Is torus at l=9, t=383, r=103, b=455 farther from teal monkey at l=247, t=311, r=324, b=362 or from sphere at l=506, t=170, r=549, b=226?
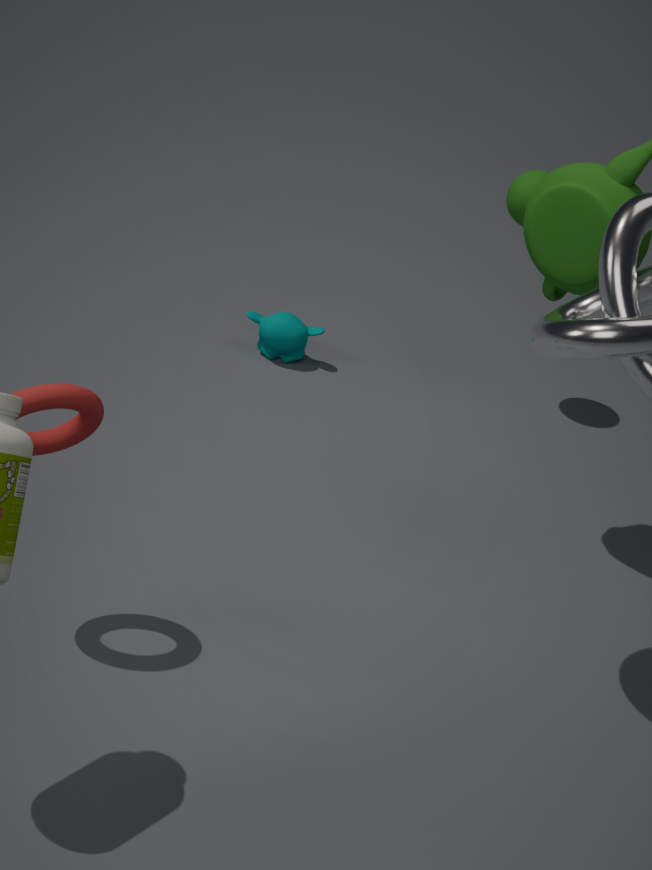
sphere at l=506, t=170, r=549, b=226
